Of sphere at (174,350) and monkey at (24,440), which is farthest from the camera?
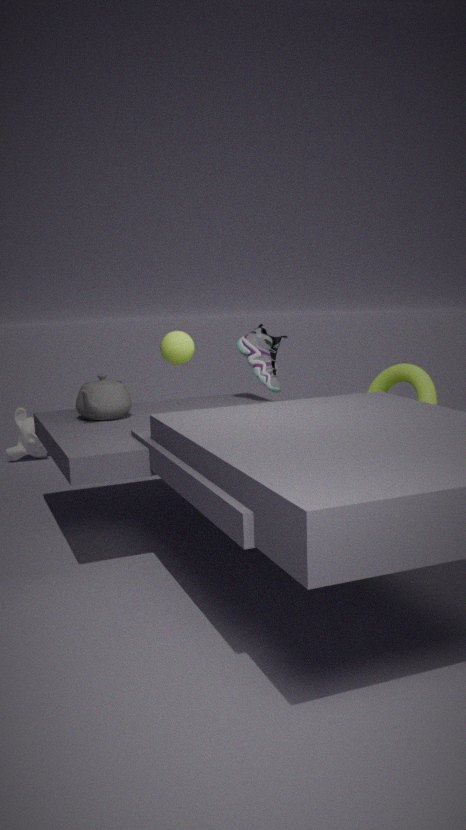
monkey at (24,440)
